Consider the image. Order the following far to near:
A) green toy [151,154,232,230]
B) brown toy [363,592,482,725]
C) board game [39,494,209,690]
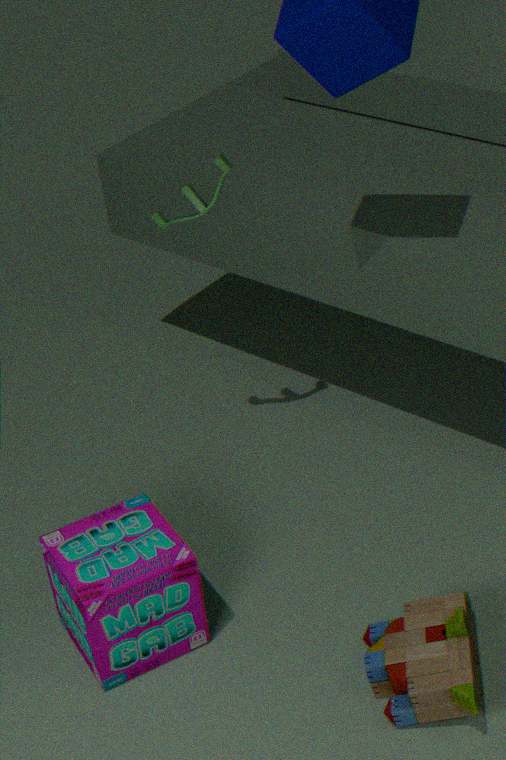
green toy [151,154,232,230]
board game [39,494,209,690]
brown toy [363,592,482,725]
